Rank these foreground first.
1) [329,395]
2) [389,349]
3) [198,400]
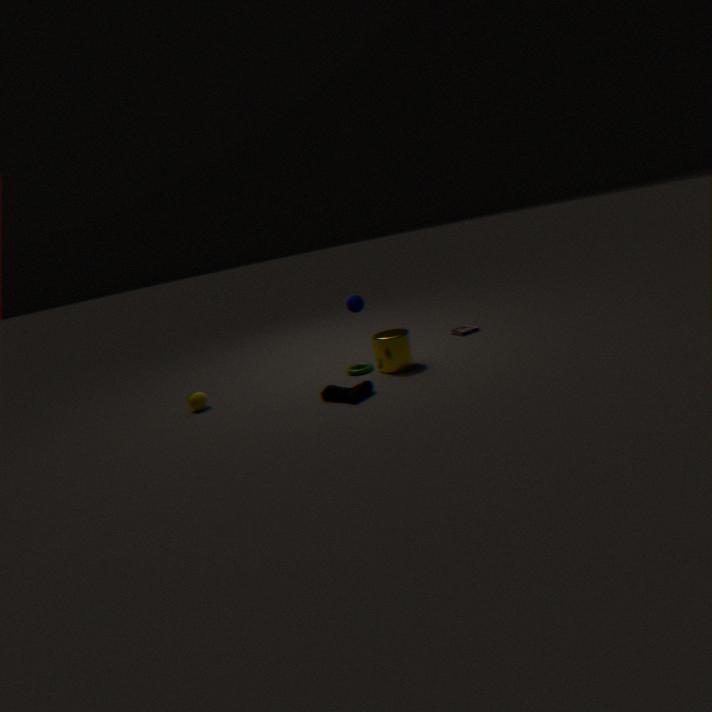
1. [329,395], 2. [389,349], 3. [198,400]
